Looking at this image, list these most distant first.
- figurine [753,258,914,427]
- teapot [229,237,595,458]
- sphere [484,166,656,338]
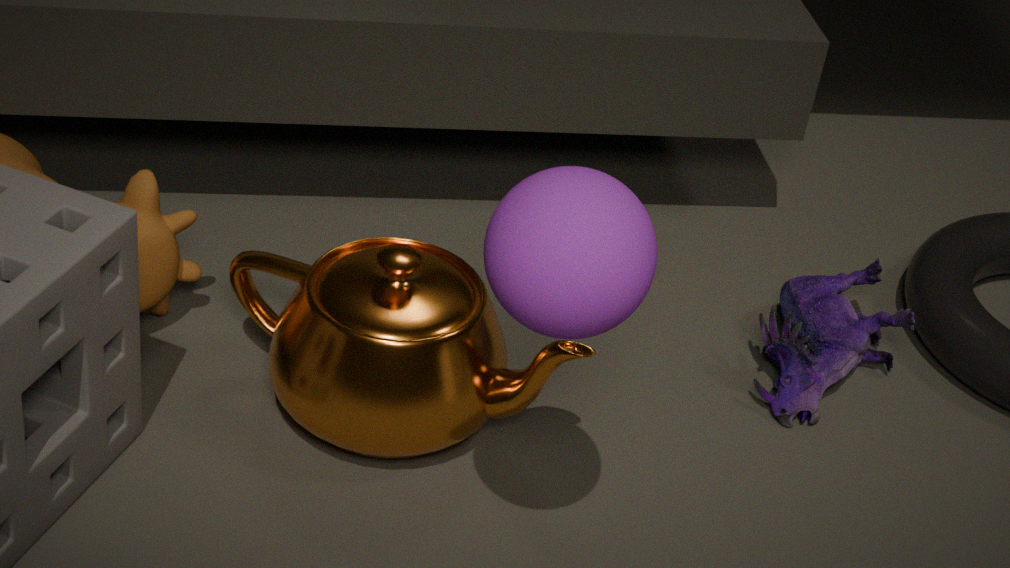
figurine [753,258,914,427]
teapot [229,237,595,458]
sphere [484,166,656,338]
